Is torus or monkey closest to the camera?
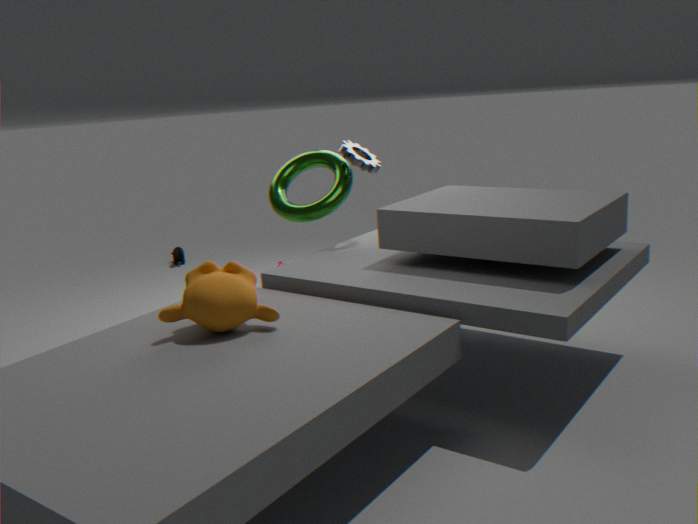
monkey
